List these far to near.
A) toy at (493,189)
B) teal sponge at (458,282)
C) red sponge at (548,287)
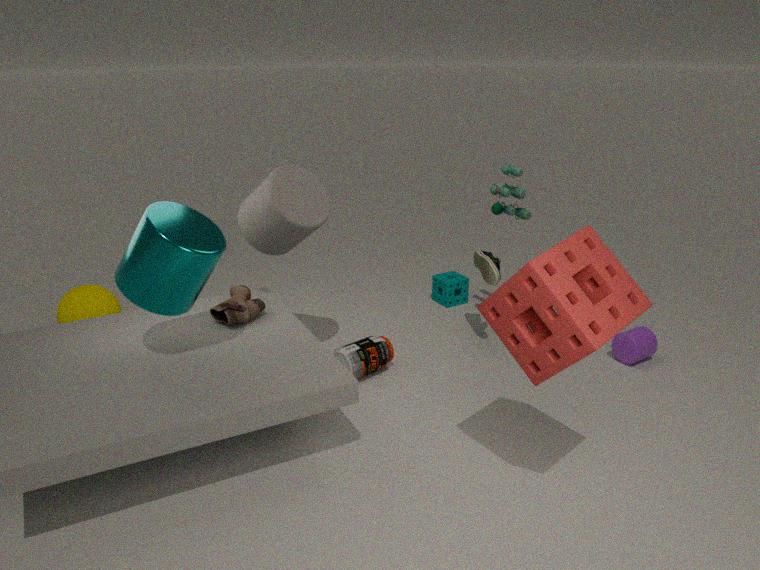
teal sponge at (458,282) → toy at (493,189) → red sponge at (548,287)
